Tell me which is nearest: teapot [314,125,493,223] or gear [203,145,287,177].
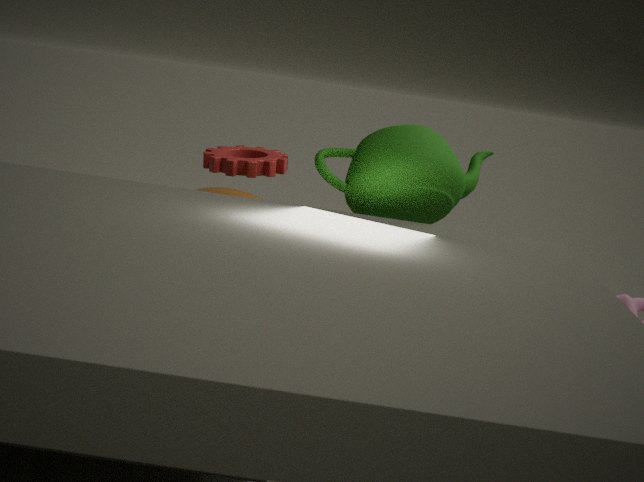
teapot [314,125,493,223]
